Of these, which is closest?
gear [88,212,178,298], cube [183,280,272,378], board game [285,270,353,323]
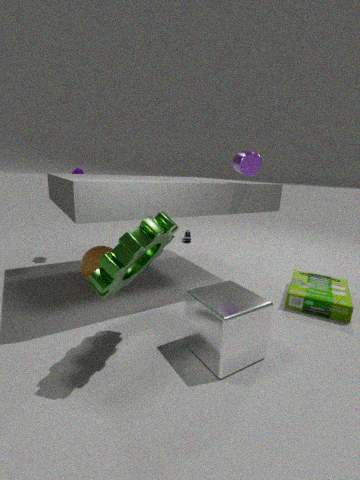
gear [88,212,178,298]
